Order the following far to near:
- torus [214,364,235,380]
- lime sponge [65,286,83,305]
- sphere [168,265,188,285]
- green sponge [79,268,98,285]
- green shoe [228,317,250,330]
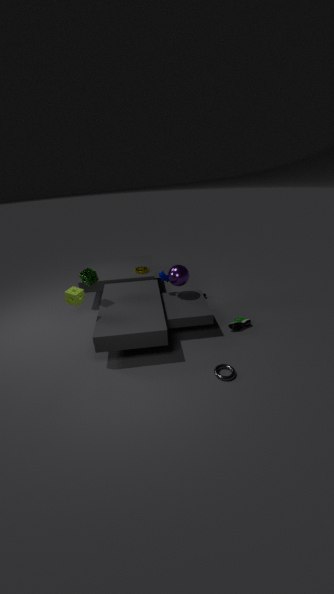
sphere [168,265,188,285] → green shoe [228,317,250,330] → green sponge [79,268,98,285] → lime sponge [65,286,83,305] → torus [214,364,235,380]
